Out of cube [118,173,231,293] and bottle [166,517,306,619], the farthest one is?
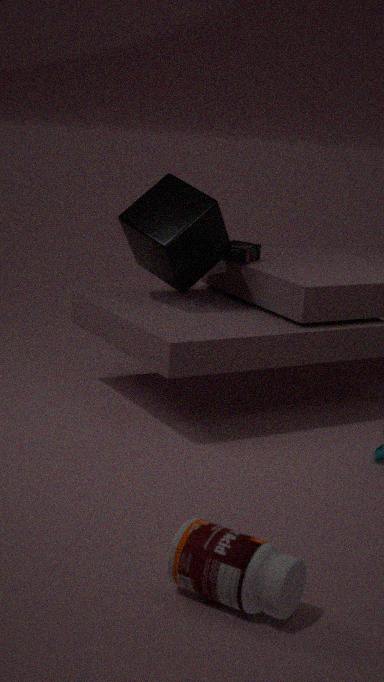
cube [118,173,231,293]
